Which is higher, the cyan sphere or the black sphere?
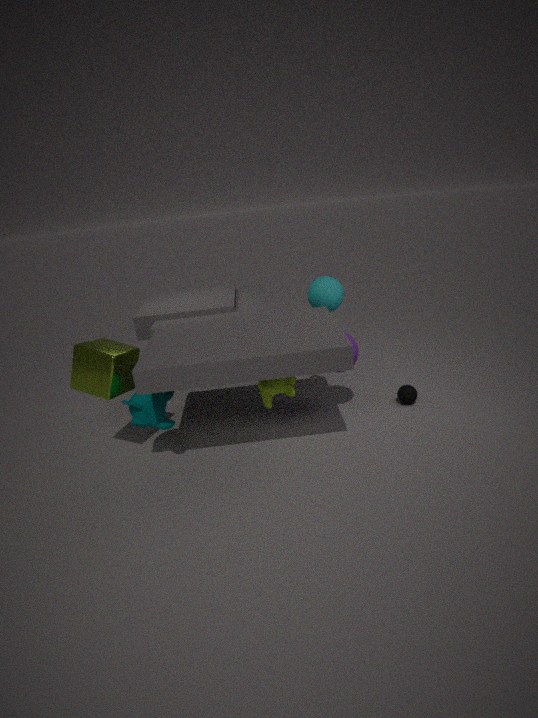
the cyan sphere
